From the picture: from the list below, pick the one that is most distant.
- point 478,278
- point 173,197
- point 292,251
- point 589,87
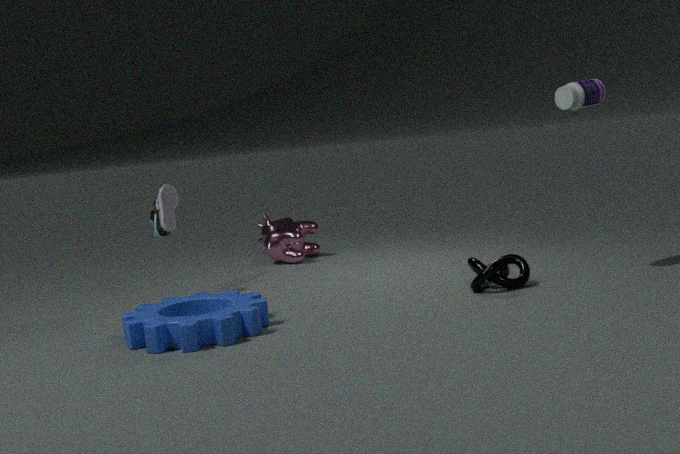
point 292,251
